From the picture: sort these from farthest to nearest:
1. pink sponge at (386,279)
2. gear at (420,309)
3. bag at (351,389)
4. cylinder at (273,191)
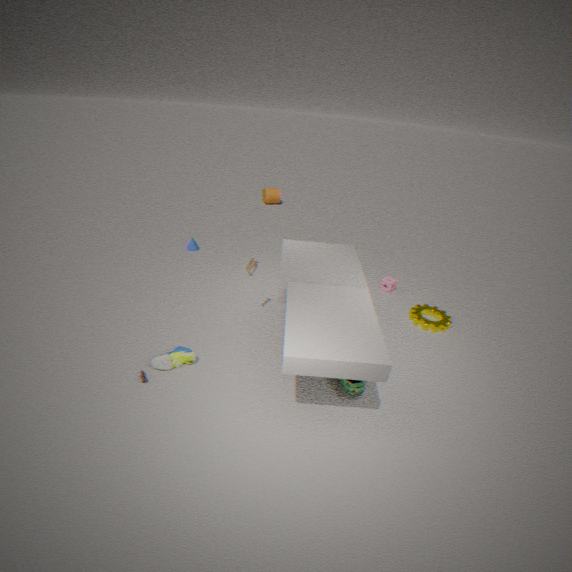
1. cylinder at (273,191)
2. pink sponge at (386,279)
3. gear at (420,309)
4. bag at (351,389)
